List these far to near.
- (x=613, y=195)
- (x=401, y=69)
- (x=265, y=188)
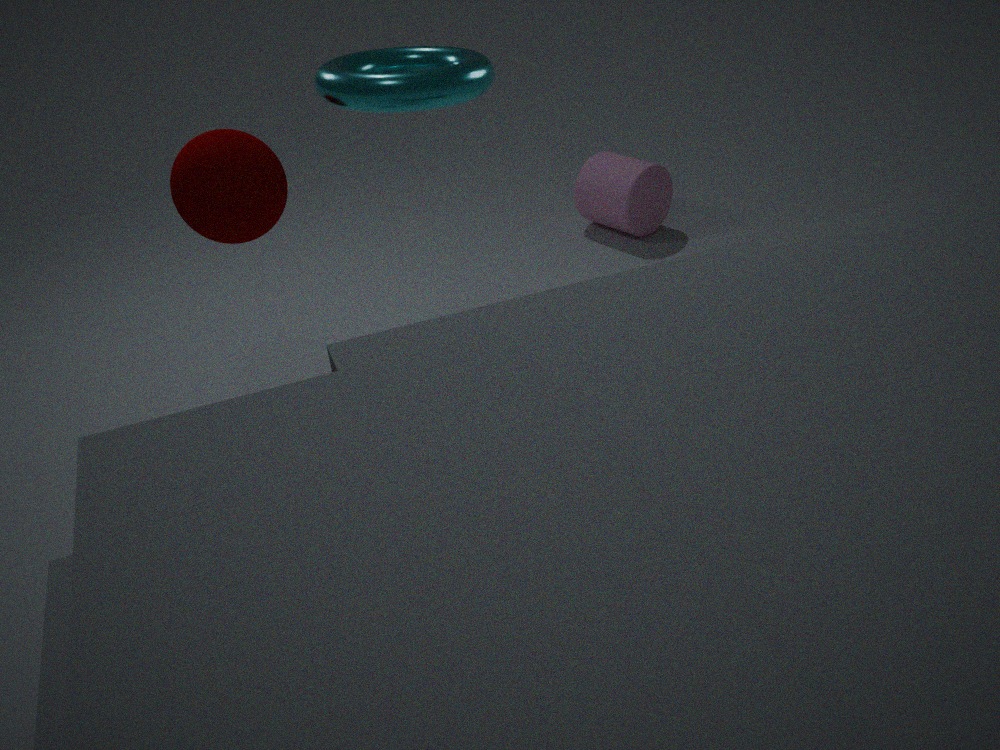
(x=613, y=195), (x=401, y=69), (x=265, y=188)
